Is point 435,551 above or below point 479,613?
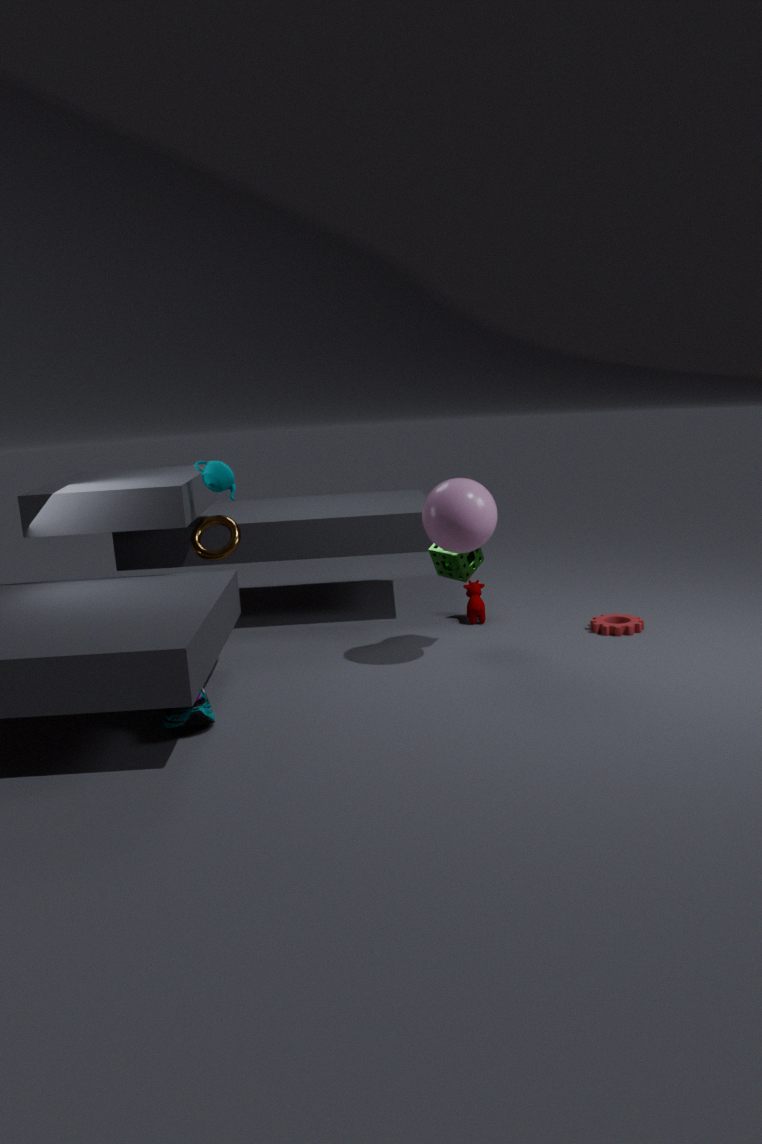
above
